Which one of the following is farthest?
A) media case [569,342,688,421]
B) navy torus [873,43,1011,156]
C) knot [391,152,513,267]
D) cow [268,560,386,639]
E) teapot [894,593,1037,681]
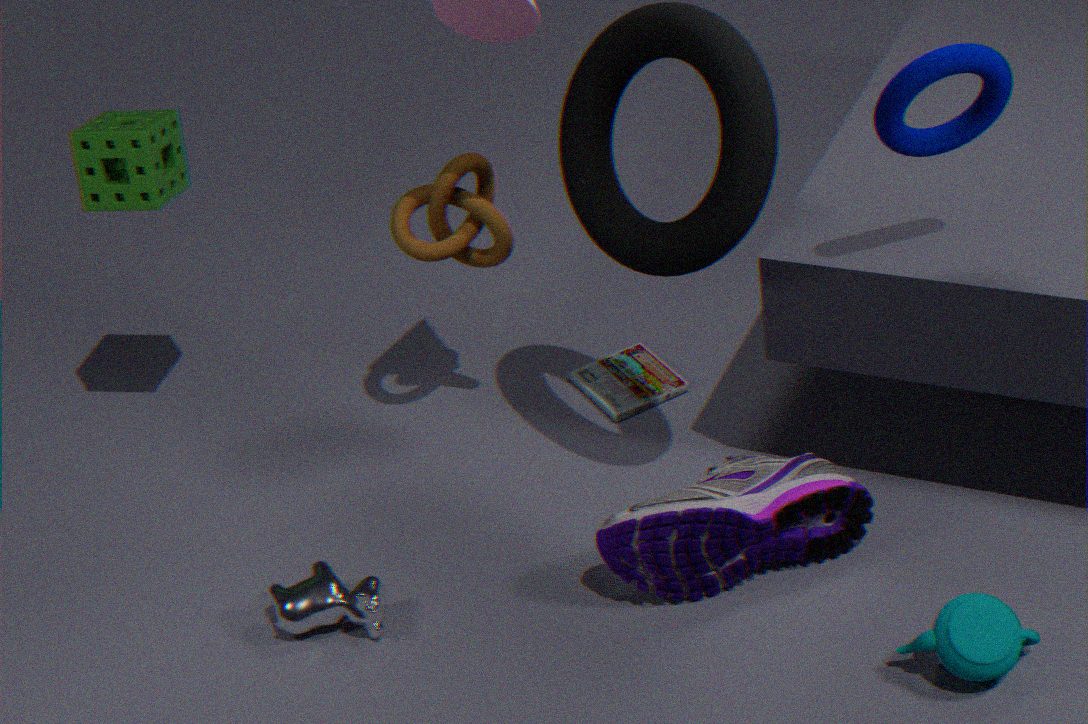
media case [569,342,688,421]
